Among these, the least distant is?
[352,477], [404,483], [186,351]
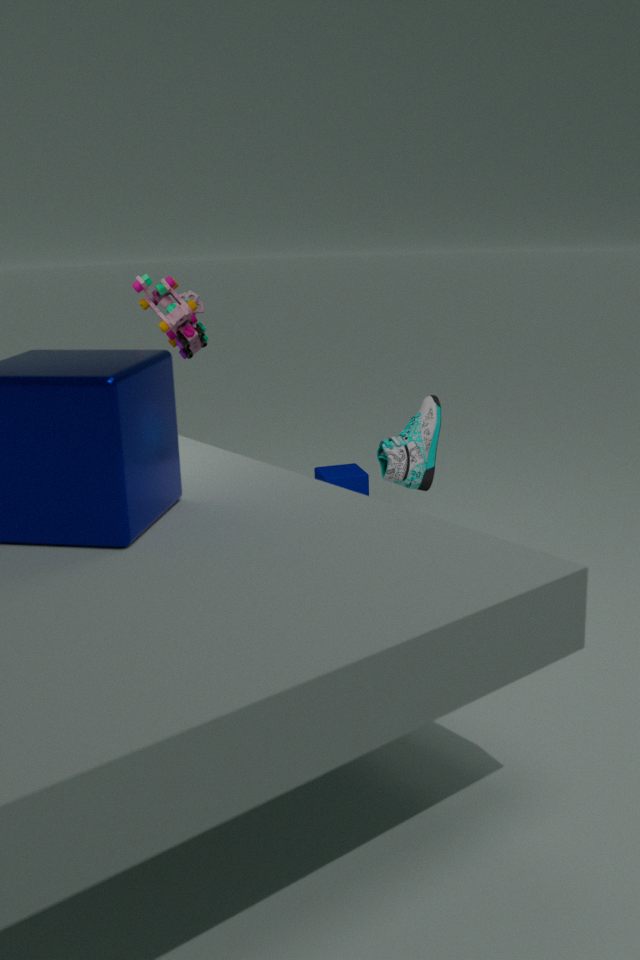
[404,483]
